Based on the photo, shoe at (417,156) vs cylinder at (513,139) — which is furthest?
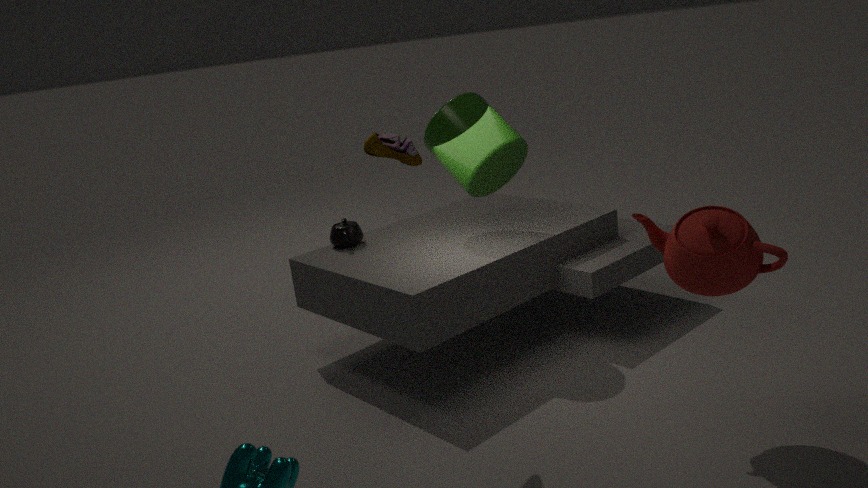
cylinder at (513,139)
